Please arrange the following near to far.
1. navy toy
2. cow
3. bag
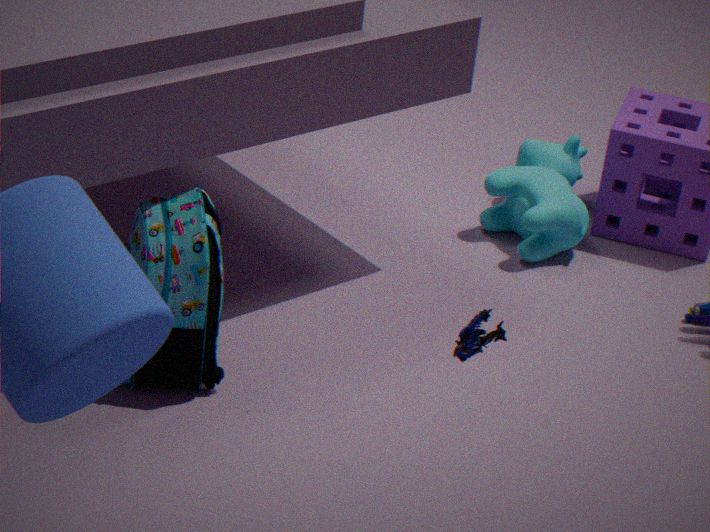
navy toy < bag < cow
